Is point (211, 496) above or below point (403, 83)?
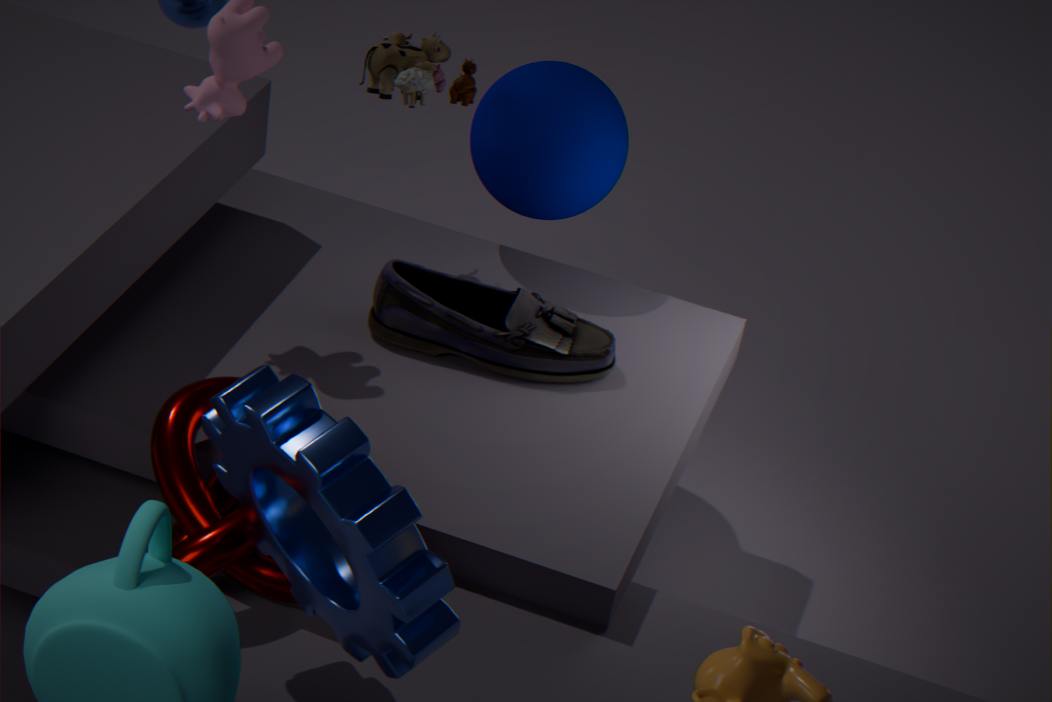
below
